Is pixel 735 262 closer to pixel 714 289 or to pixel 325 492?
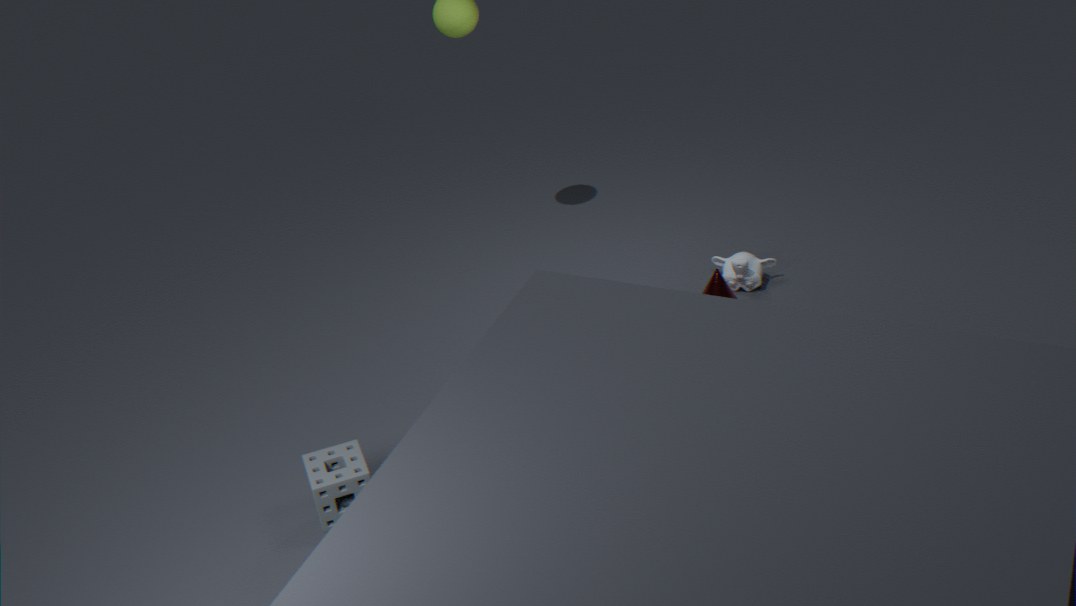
pixel 714 289
